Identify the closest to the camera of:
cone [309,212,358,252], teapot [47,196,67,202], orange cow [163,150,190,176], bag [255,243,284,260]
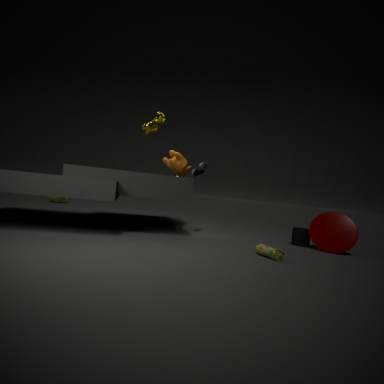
bag [255,243,284,260]
